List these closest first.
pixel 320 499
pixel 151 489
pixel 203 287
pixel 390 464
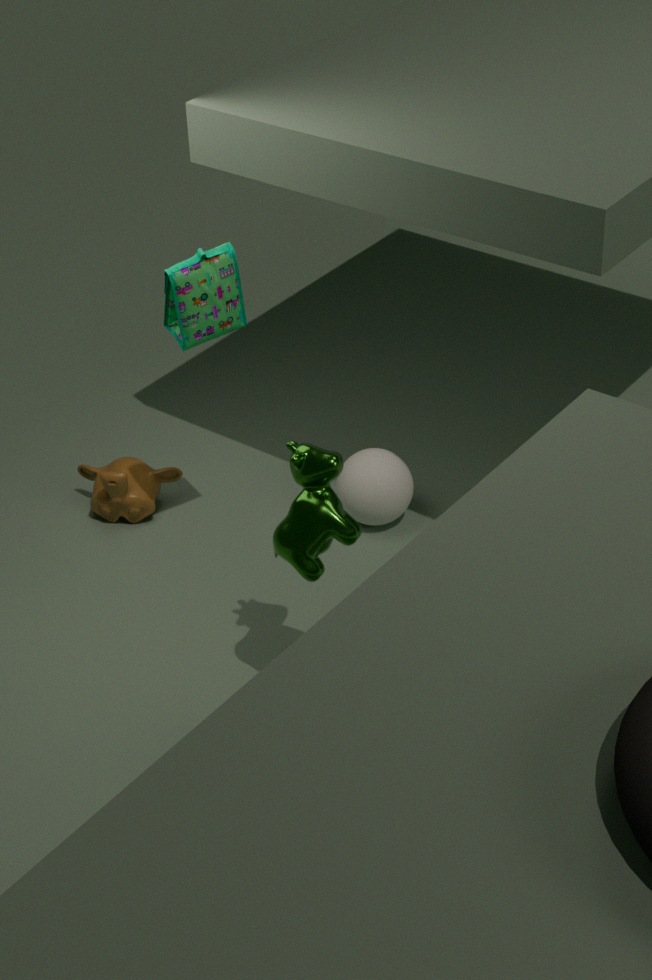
pixel 320 499
pixel 203 287
pixel 390 464
pixel 151 489
